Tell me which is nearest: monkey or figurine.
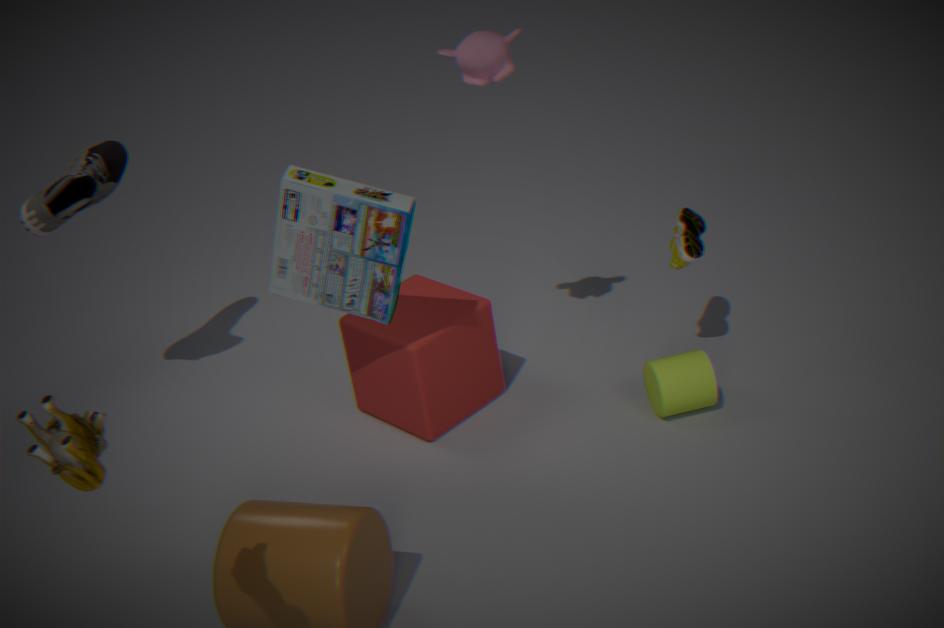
figurine
